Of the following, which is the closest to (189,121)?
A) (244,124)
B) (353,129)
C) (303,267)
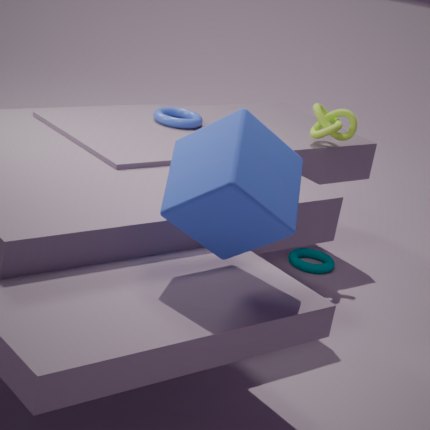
(353,129)
